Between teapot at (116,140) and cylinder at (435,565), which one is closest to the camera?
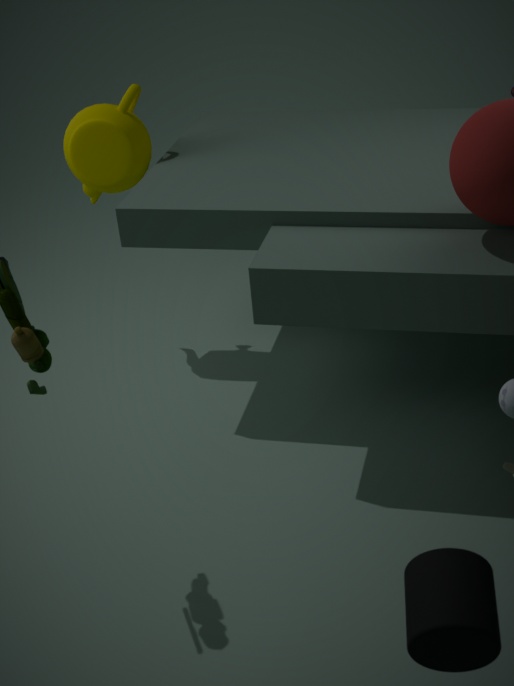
cylinder at (435,565)
